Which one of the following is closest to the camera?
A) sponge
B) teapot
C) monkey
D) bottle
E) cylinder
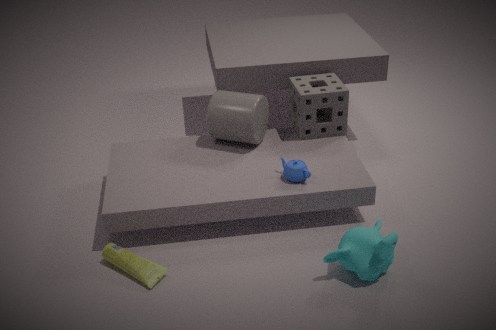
monkey
